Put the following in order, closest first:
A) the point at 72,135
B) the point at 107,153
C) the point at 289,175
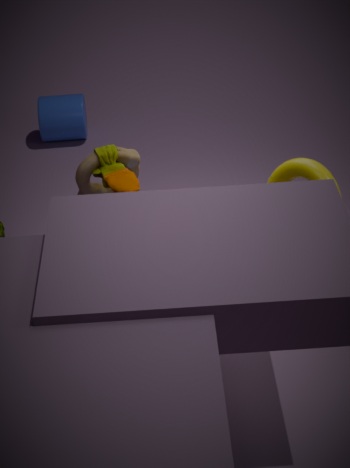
B. the point at 107,153 < C. the point at 289,175 < A. the point at 72,135
